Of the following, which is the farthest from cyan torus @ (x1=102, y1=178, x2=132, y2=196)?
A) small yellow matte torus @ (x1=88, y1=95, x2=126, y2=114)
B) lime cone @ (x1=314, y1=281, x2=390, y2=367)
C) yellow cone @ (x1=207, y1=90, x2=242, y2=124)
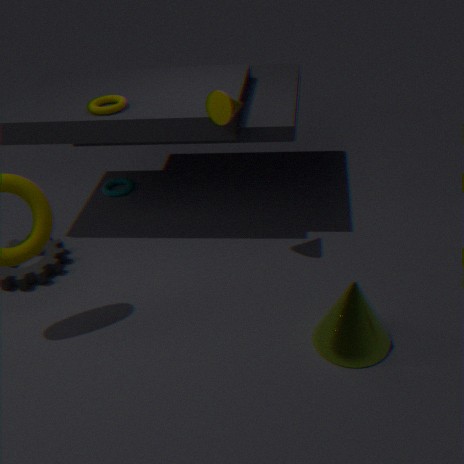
lime cone @ (x1=314, y1=281, x2=390, y2=367)
